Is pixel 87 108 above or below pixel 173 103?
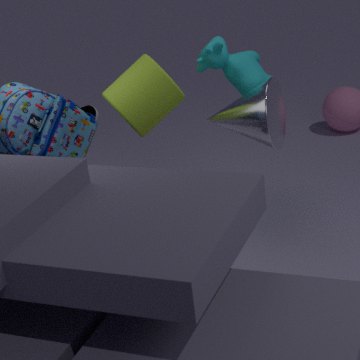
below
